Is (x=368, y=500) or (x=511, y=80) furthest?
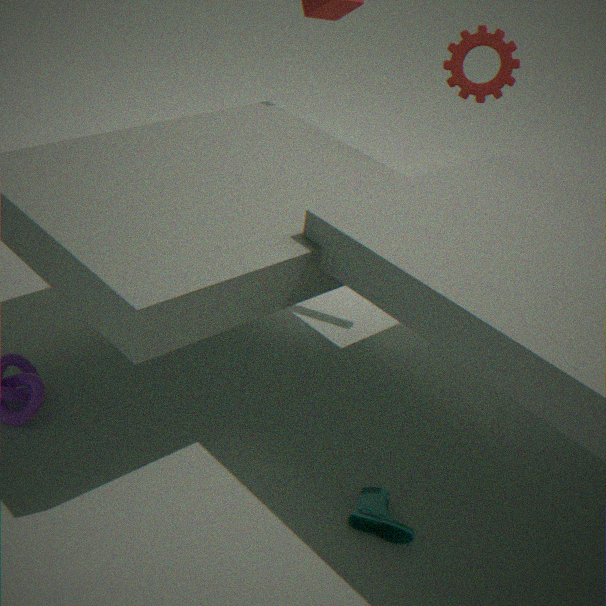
(x=511, y=80)
